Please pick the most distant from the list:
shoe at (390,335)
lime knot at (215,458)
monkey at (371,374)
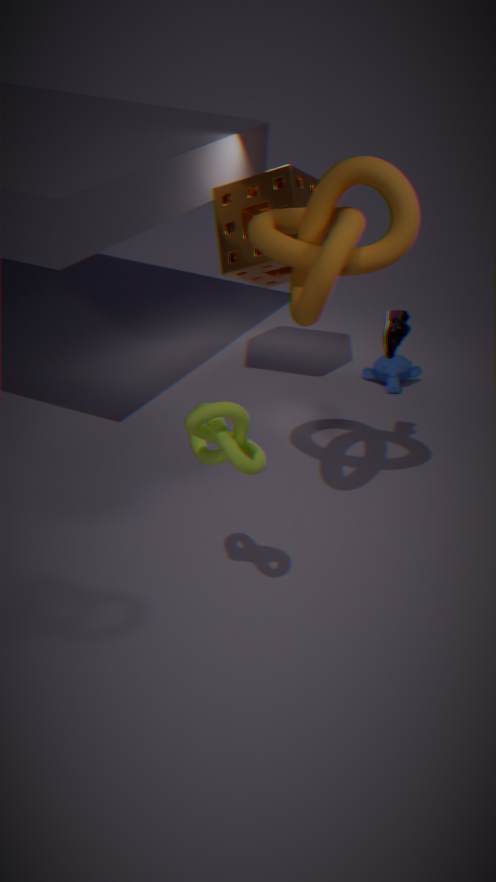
monkey at (371,374)
